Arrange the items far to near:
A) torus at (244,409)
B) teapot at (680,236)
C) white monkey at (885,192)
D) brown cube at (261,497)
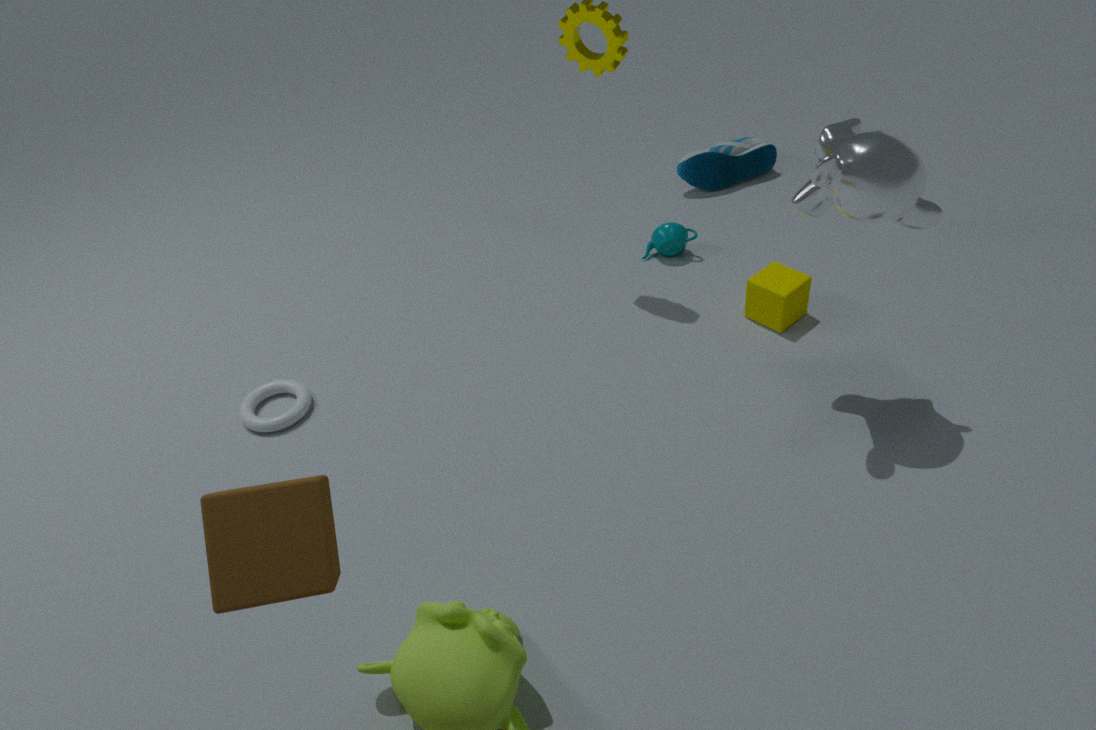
teapot at (680,236) < torus at (244,409) < white monkey at (885,192) < brown cube at (261,497)
